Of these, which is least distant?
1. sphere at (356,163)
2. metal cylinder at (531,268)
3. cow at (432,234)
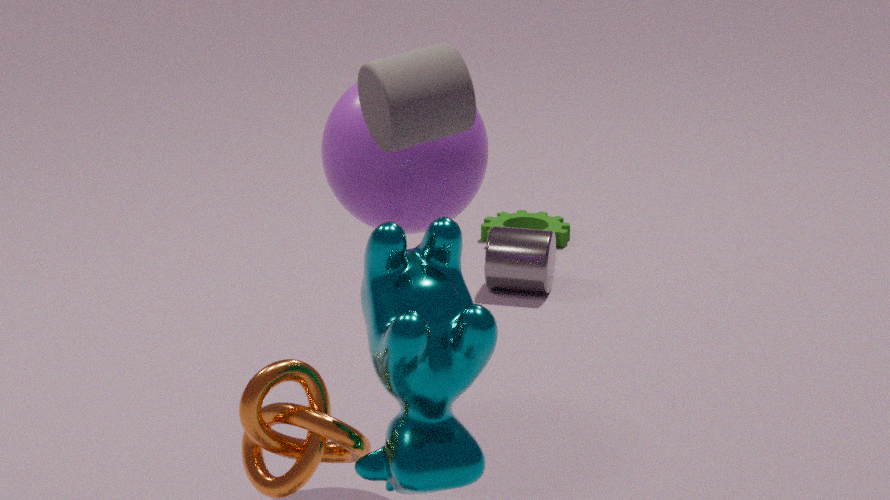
cow at (432,234)
